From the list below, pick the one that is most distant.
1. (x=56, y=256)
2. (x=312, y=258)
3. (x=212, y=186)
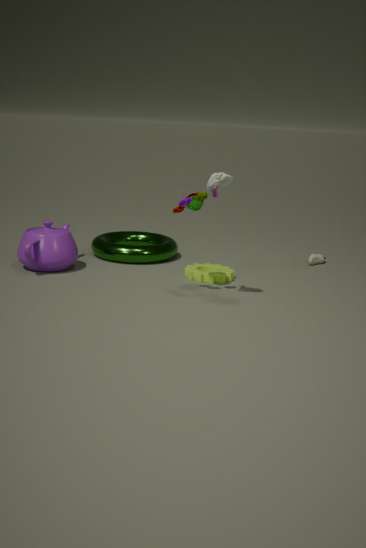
(x=312, y=258)
